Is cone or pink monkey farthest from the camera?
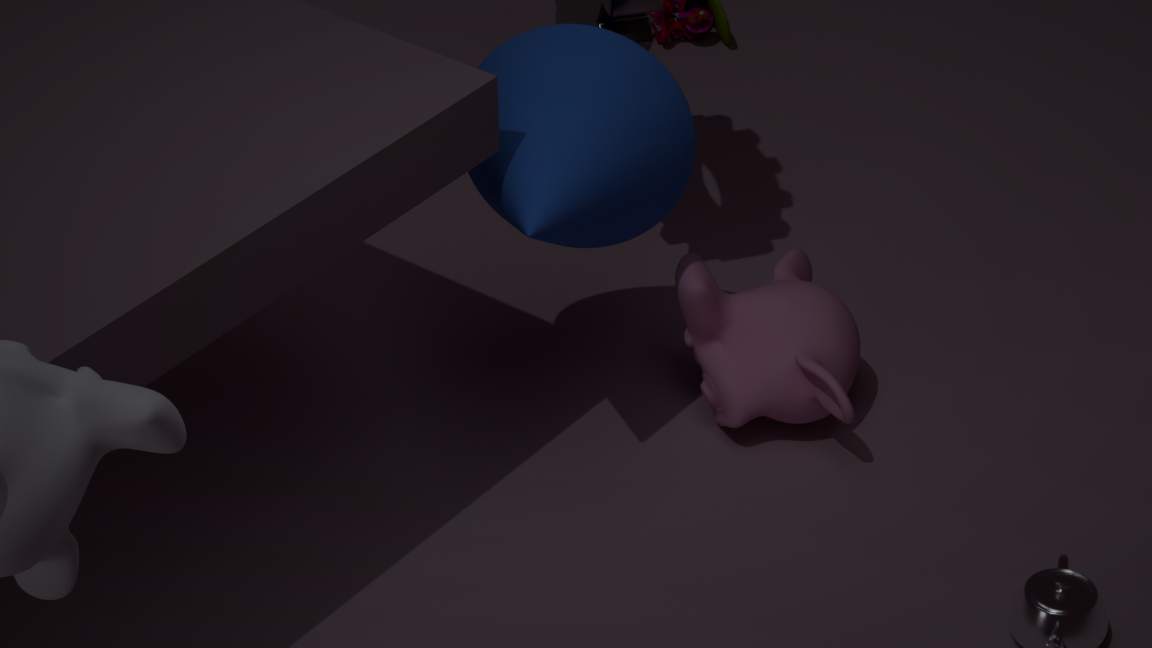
pink monkey
